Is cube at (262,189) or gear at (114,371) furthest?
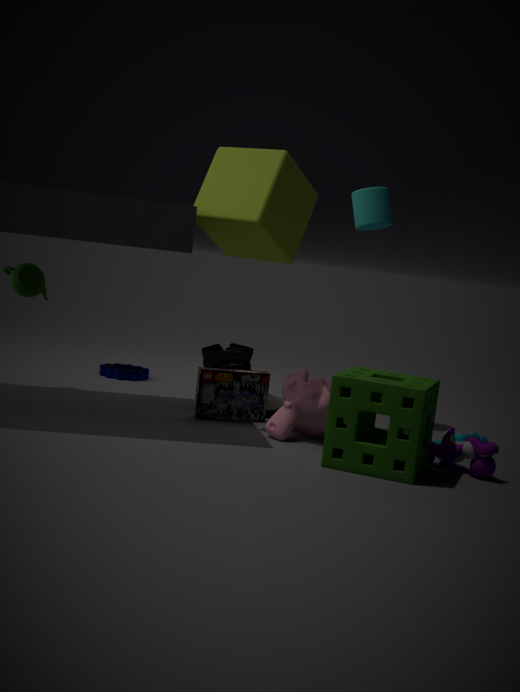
gear at (114,371)
